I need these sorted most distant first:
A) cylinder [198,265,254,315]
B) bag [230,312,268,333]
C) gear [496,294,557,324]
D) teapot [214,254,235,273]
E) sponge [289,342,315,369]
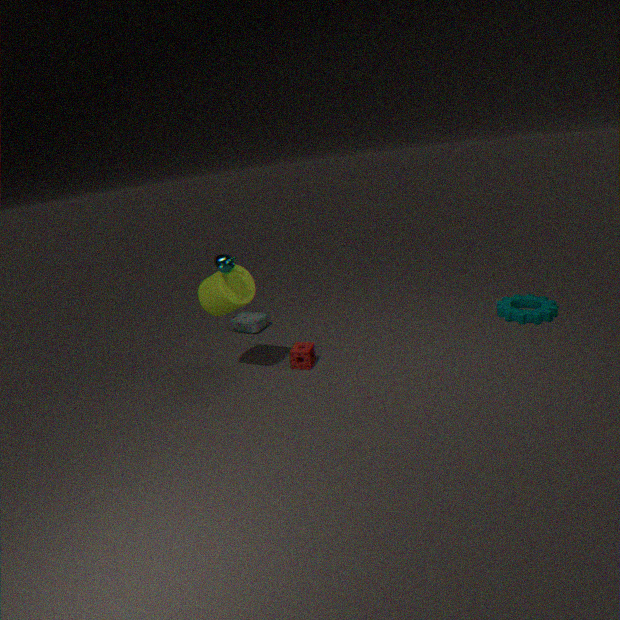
bag [230,312,268,333]
gear [496,294,557,324]
sponge [289,342,315,369]
cylinder [198,265,254,315]
teapot [214,254,235,273]
